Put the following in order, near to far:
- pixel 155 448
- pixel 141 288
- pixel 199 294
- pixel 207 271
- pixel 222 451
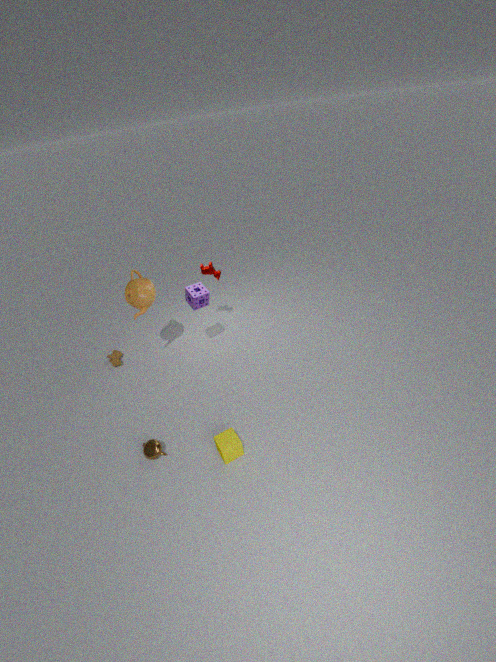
pixel 222 451 → pixel 155 448 → pixel 141 288 → pixel 199 294 → pixel 207 271
